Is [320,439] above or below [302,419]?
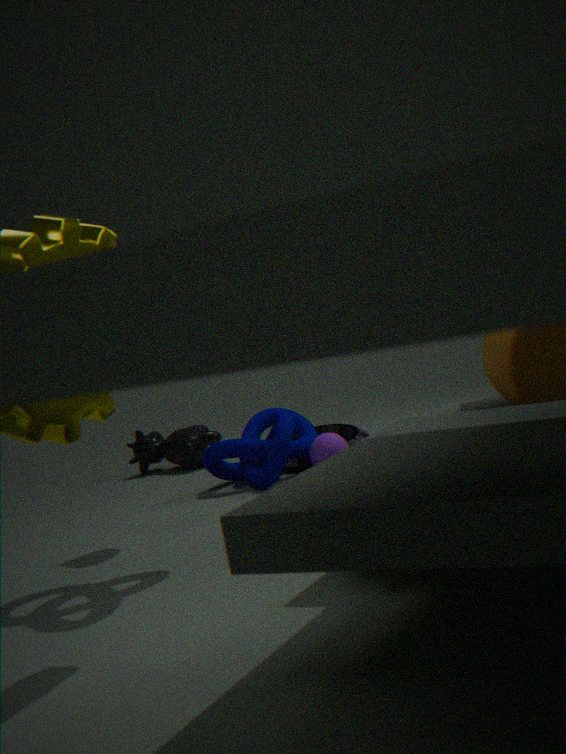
below
